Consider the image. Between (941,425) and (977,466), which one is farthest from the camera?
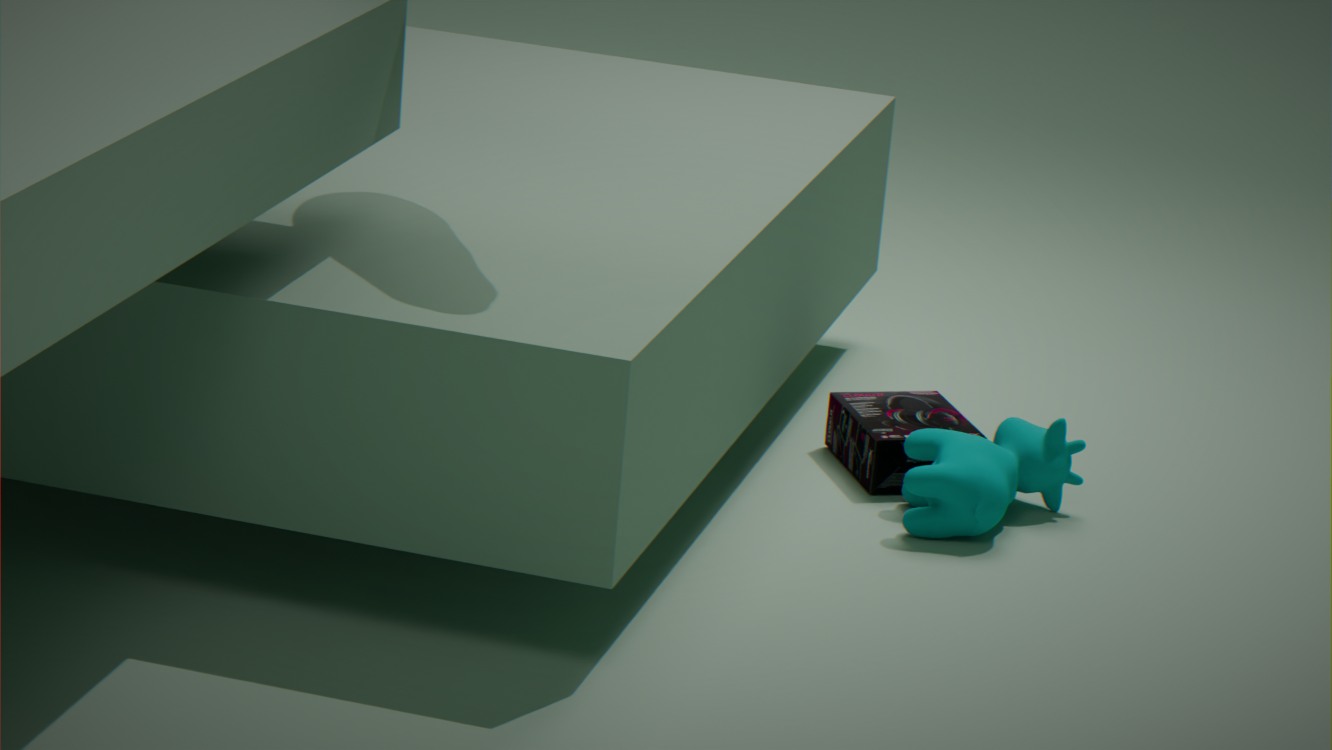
(941,425)
